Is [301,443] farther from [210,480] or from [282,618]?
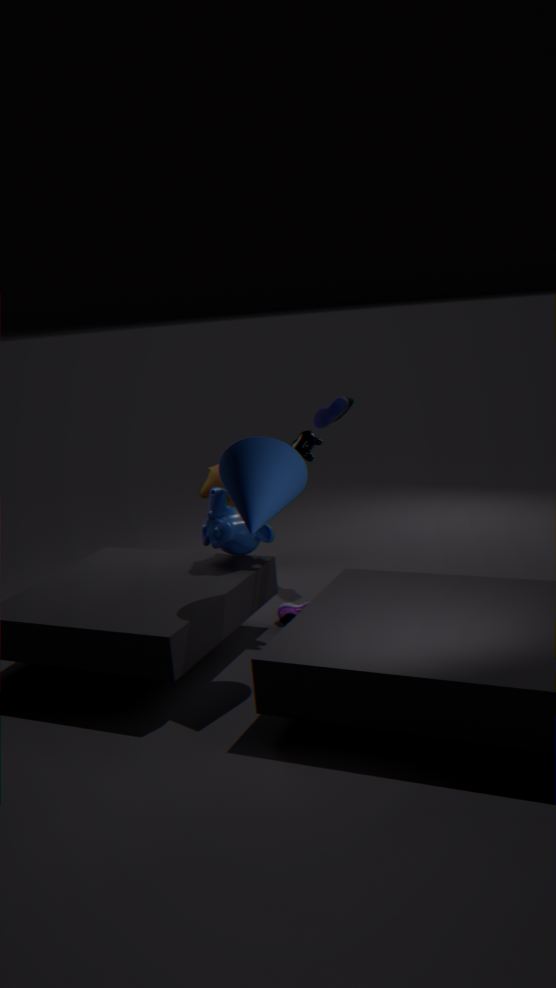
[210,480]
